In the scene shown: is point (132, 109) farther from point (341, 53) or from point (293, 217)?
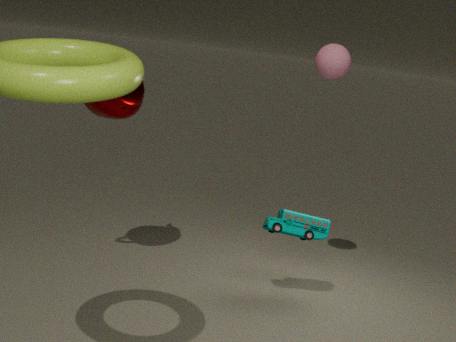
point (293, 217)
